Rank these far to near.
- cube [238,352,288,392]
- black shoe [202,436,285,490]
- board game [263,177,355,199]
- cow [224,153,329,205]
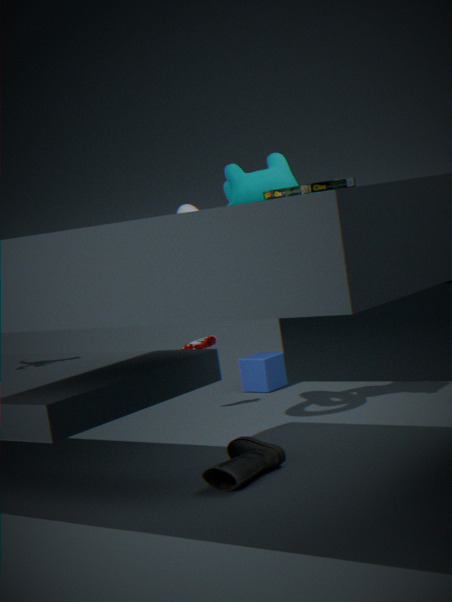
cube [238,352,288,392] → cow [224,153,329,205] → black shoe [202,436,285,490] → board game [263,177,355,199]
